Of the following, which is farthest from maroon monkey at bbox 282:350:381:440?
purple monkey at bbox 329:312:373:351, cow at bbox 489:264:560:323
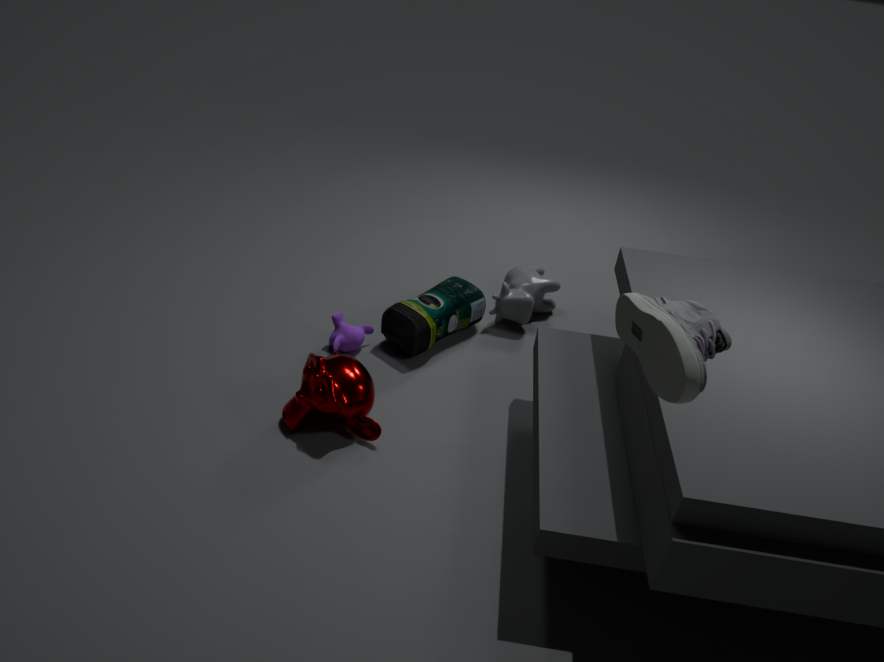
cow at bbox 489:264:560:323
